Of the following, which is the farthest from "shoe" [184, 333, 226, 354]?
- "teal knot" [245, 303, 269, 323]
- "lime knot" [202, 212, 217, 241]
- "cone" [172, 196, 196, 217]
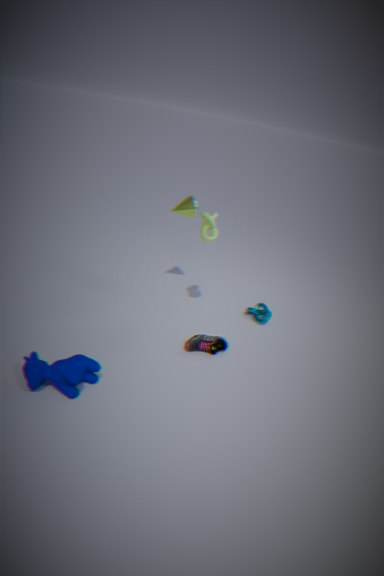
"cone" [172, 196, 196, 217]
